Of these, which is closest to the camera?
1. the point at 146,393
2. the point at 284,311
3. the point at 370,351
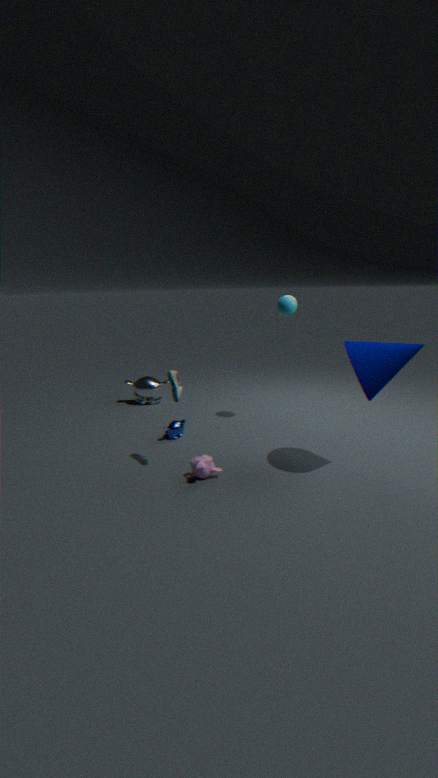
the point at 370,351
